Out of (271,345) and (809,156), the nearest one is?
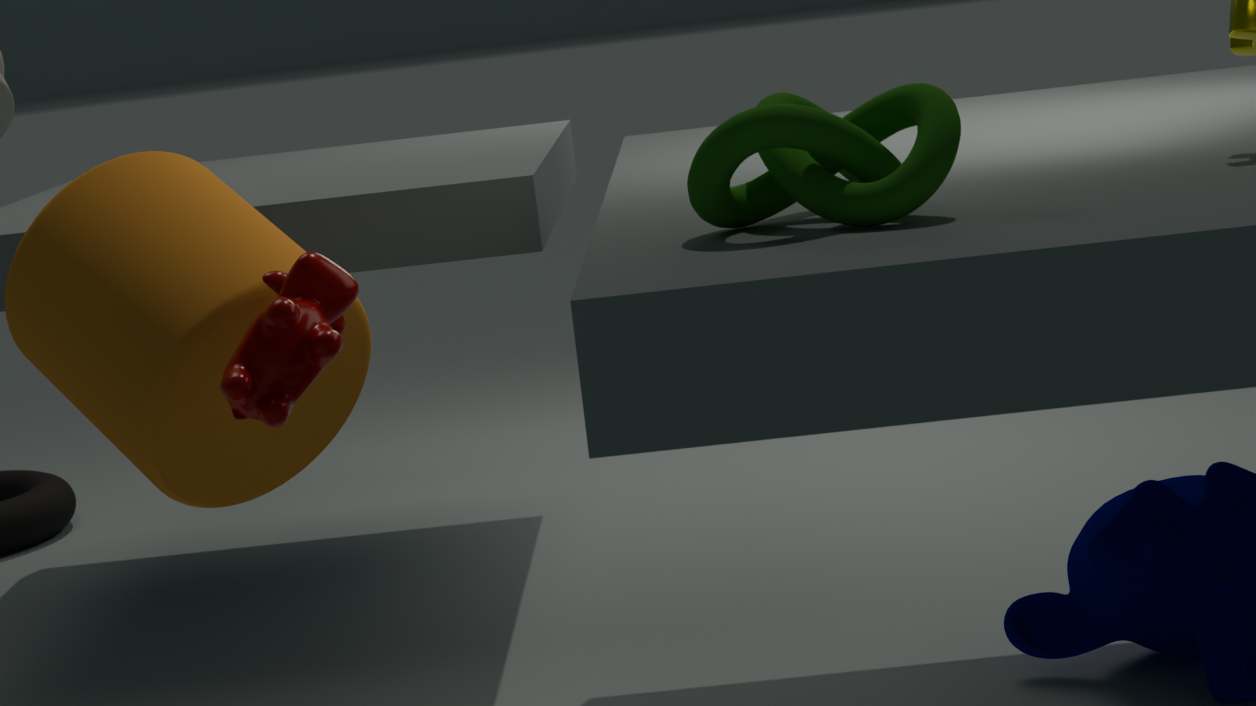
(809,156)
